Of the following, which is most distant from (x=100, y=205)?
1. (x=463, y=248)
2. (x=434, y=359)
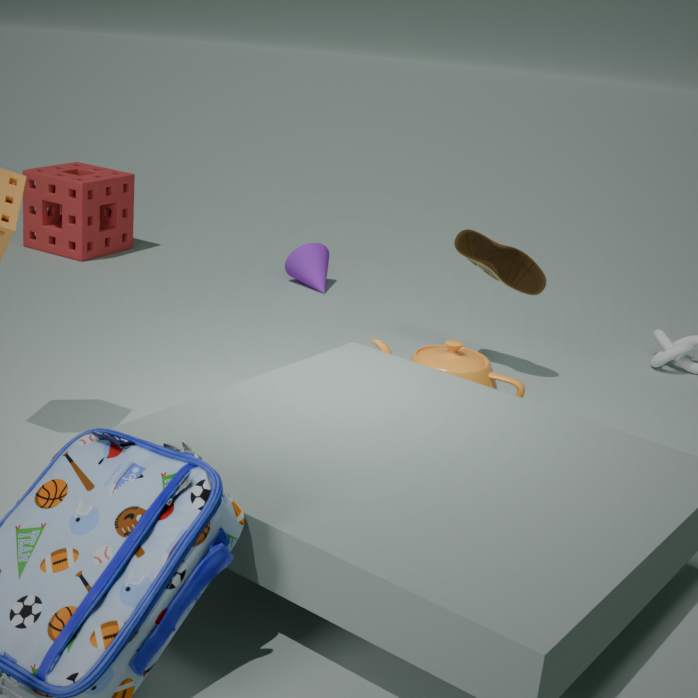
(x=434, y=359)
